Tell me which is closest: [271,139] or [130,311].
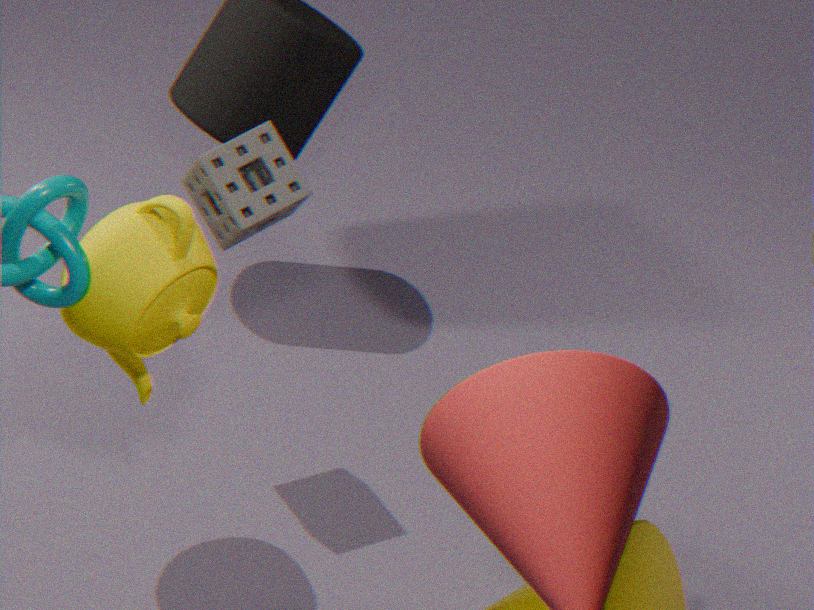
[130,311]
